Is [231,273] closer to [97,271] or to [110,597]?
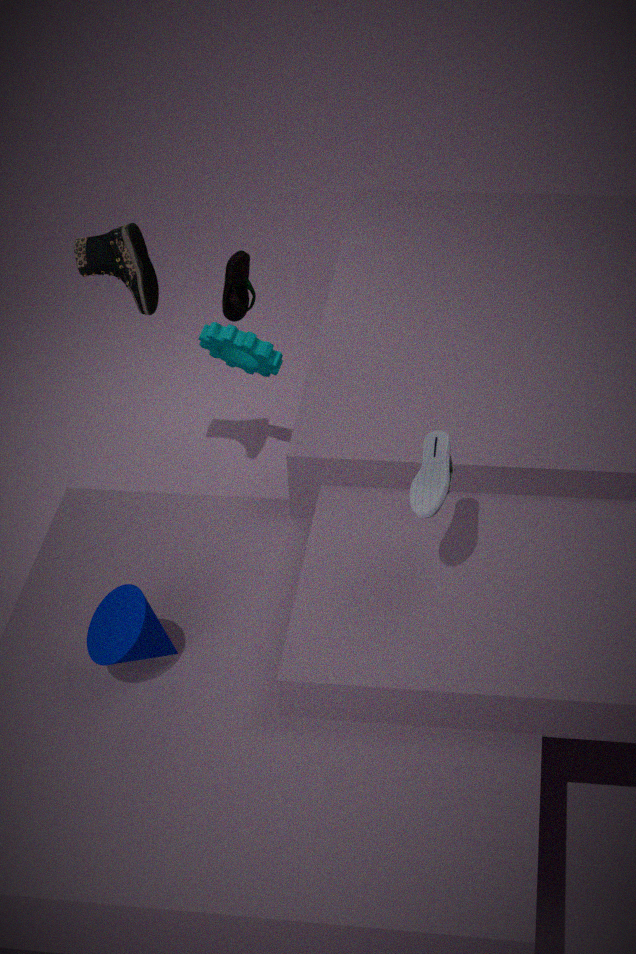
[97,271]
